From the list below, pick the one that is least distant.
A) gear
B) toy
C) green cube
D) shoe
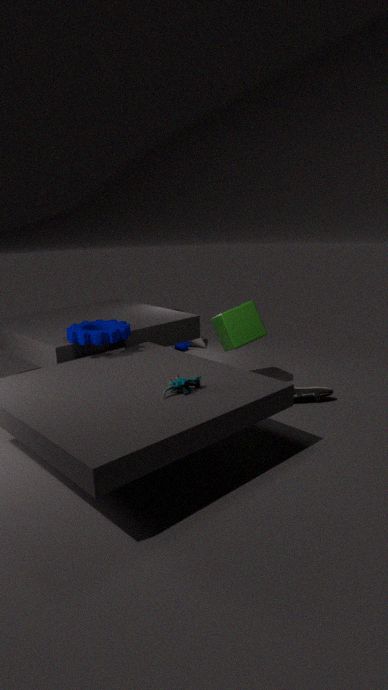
toy
